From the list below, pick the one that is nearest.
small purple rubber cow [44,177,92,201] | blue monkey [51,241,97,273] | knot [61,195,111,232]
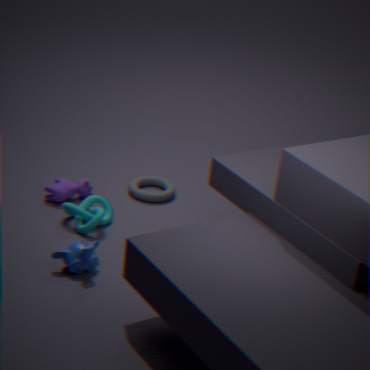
blue monkey [51,241,97,273]
